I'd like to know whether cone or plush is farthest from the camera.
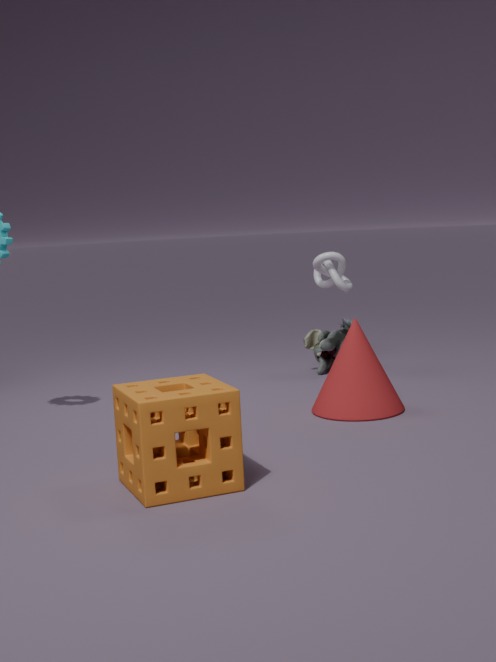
plush
